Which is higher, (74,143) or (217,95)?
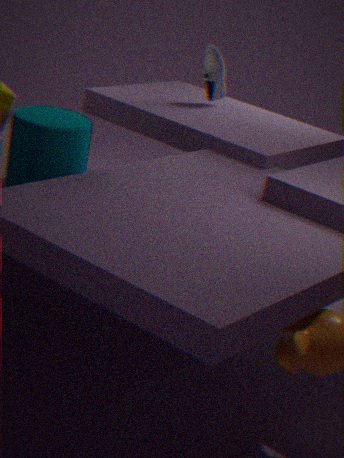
(217,95)
